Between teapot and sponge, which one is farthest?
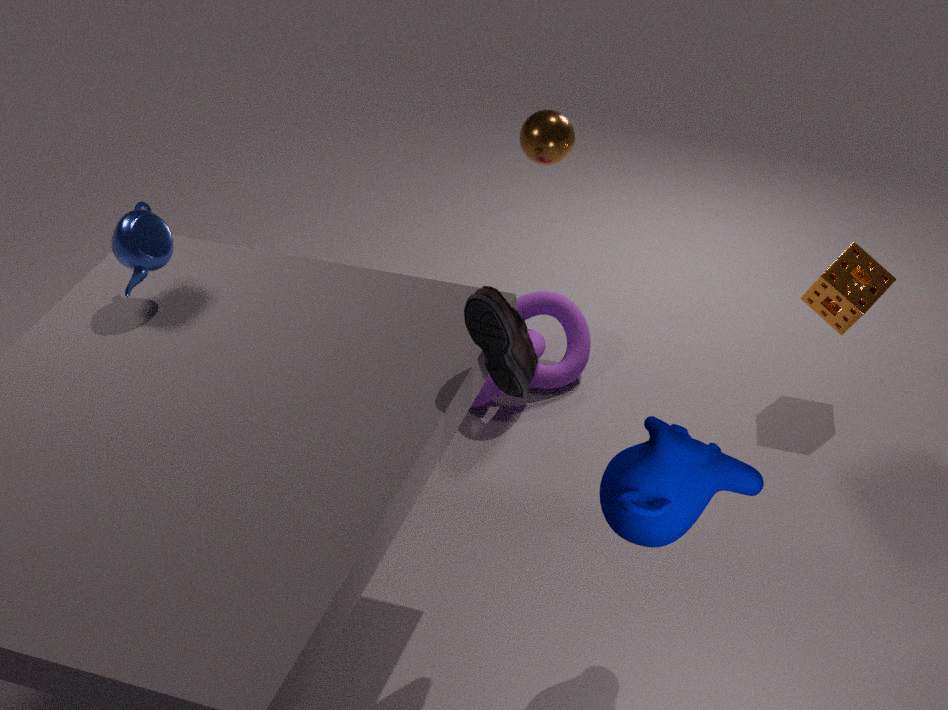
sponge
